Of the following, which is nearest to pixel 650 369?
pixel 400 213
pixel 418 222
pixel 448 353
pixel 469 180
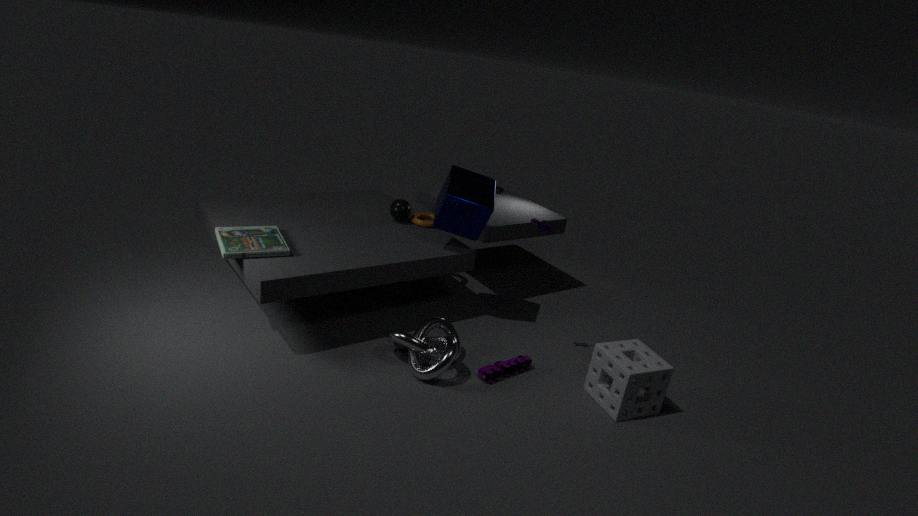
pixel 448 353
